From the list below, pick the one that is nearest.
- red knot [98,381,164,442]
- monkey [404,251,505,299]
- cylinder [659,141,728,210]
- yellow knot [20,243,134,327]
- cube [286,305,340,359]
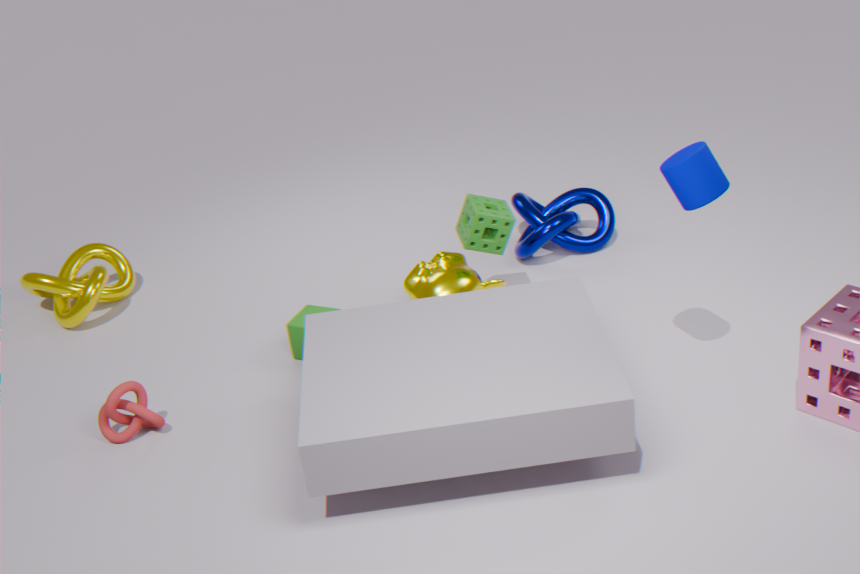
cylinder [659,141,728,210]
